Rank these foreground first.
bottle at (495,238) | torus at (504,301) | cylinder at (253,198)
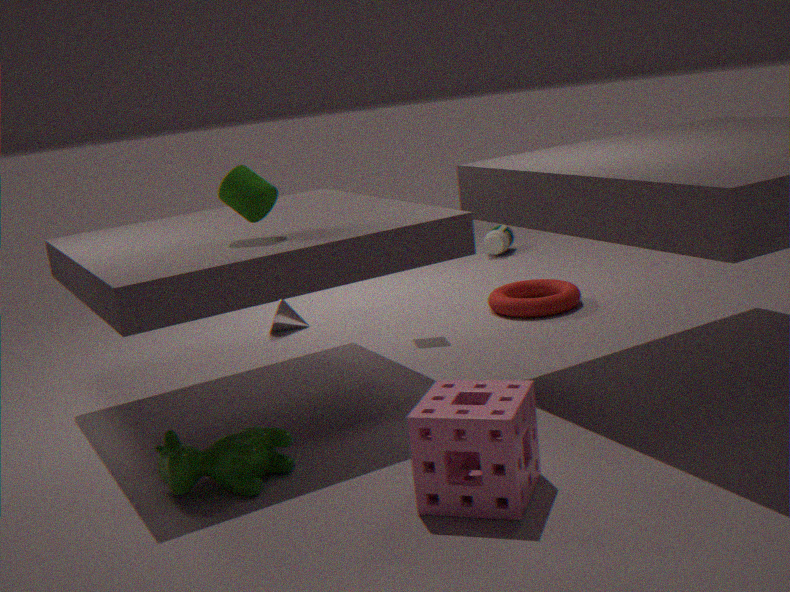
1. cylinder at (253,198)
2. torus at (504,301)
3. bottle at (495,238)
